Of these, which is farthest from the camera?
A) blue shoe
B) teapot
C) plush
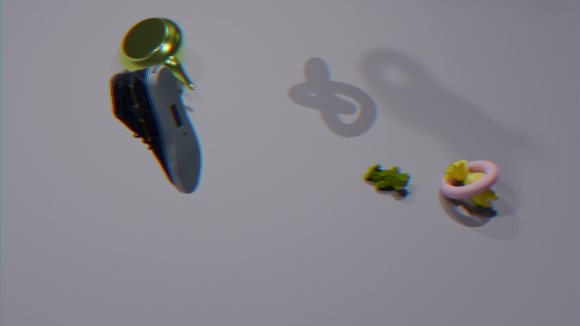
teapot
